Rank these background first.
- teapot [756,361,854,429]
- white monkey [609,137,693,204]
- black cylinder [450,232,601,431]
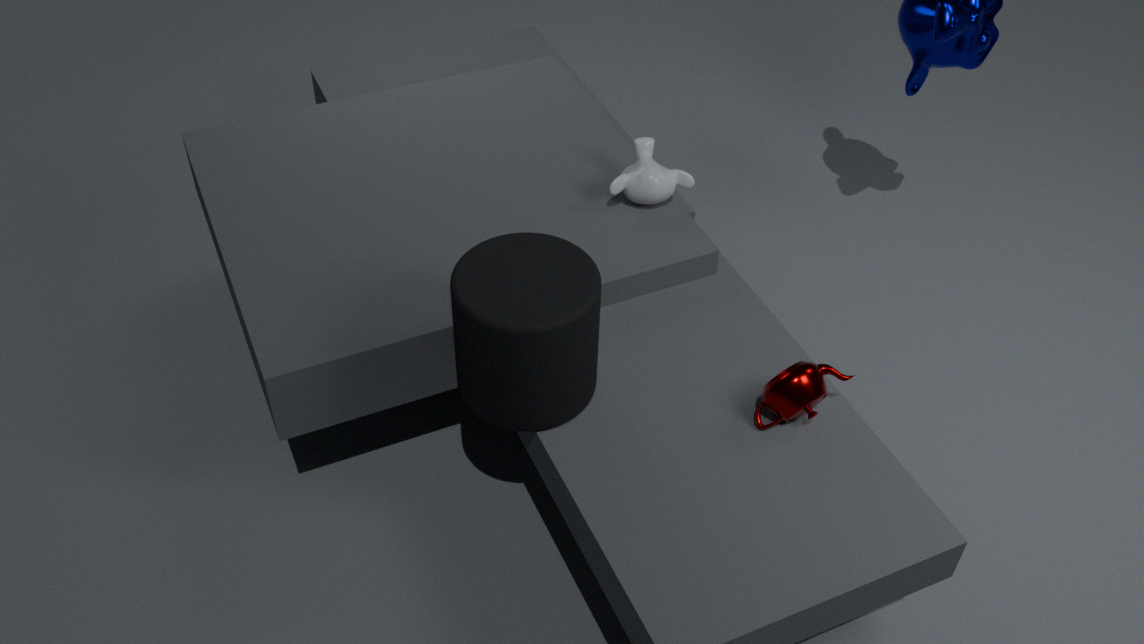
white monkey [609,137,693,204], teapot [756,361,854,429], black cylinder [450,232,601,431]
